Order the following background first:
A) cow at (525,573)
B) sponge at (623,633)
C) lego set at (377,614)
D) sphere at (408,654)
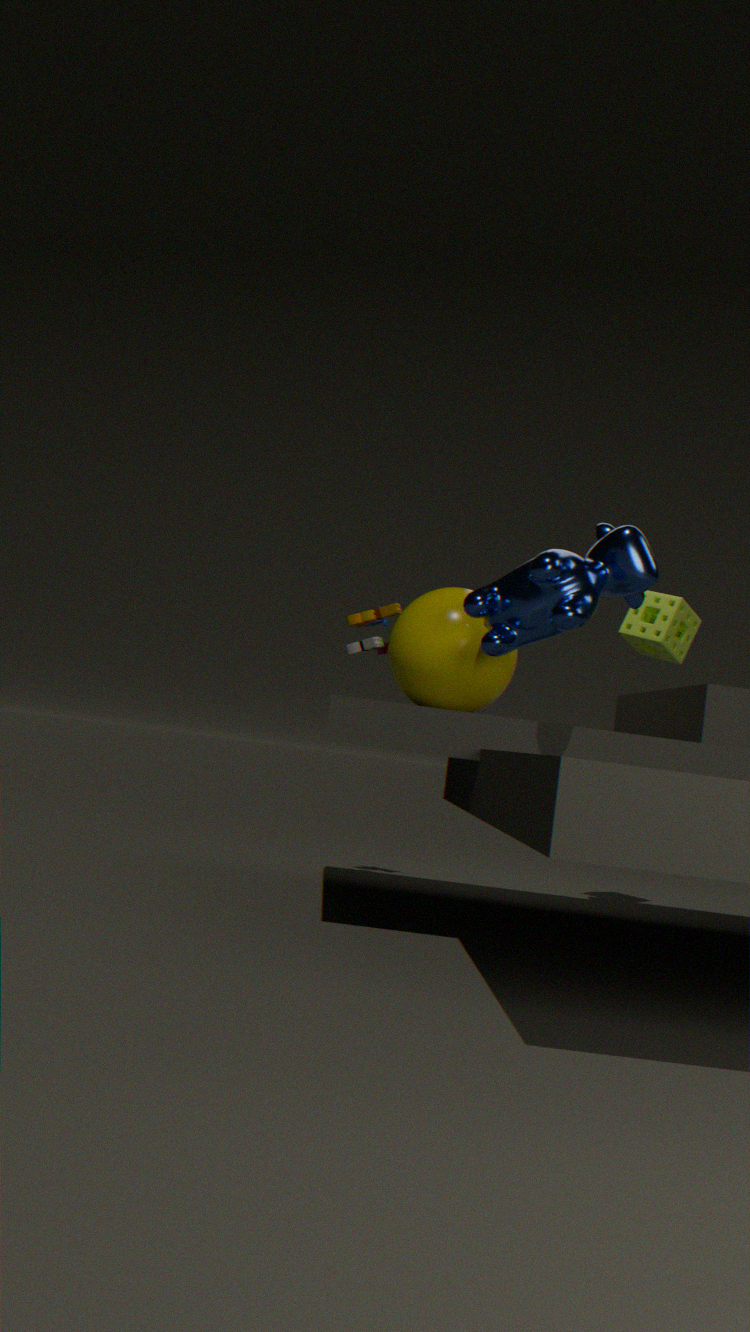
sponge at (623,633), lego set at (377,614), sphere at (408,654), cow at (525,573)
